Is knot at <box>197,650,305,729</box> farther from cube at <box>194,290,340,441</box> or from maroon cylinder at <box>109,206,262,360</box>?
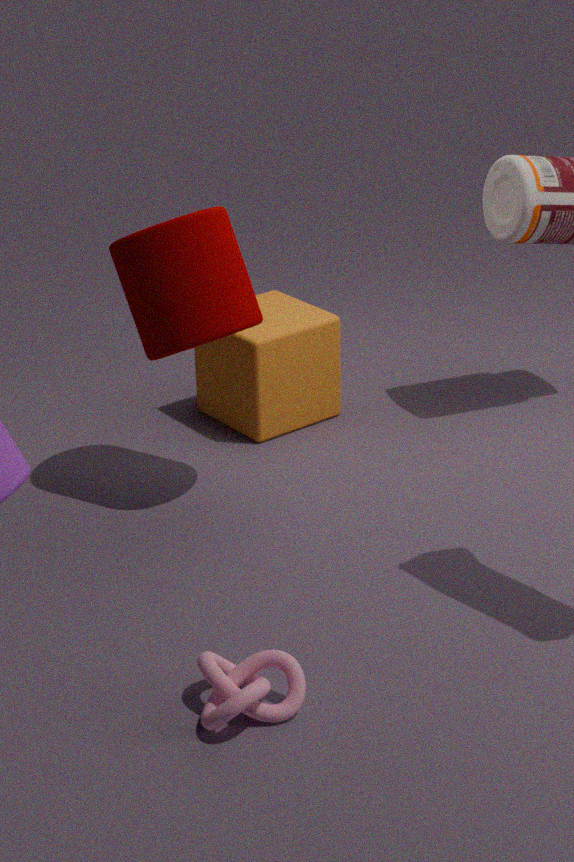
cube at <box>194,290,340,441</box>
